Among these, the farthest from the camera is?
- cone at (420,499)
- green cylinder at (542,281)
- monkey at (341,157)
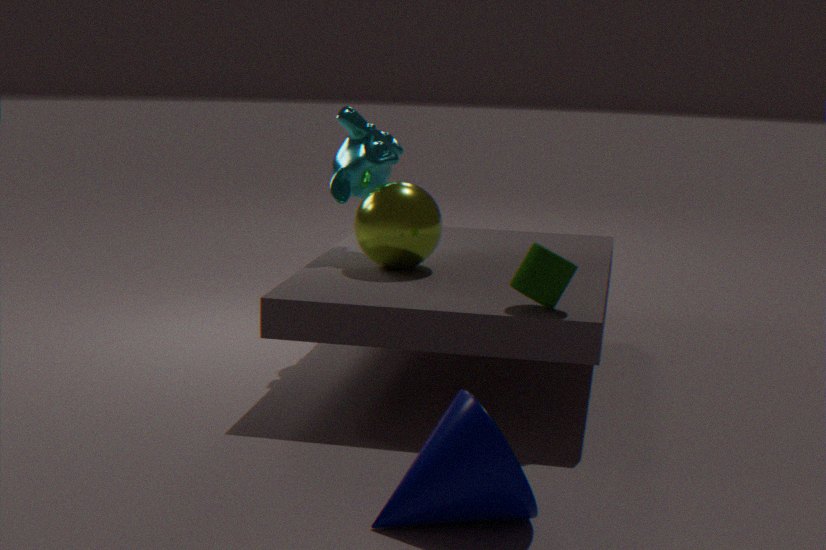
monkey at (341,157)
